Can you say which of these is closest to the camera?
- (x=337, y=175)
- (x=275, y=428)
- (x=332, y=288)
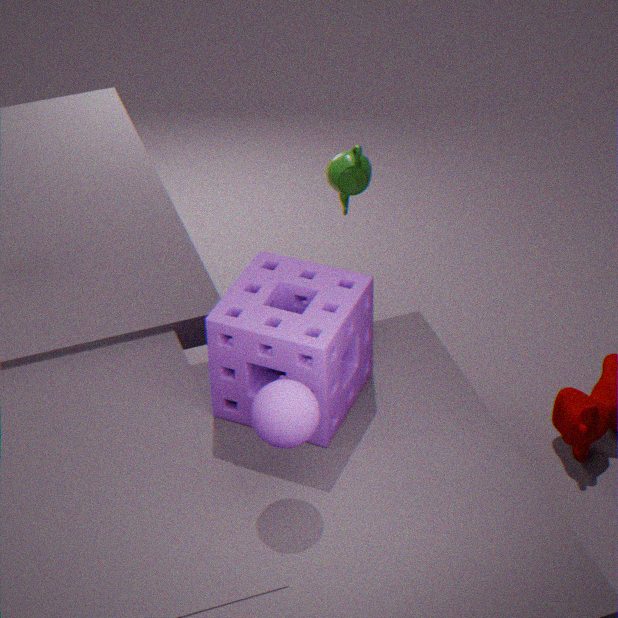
(x=275, y=428)
